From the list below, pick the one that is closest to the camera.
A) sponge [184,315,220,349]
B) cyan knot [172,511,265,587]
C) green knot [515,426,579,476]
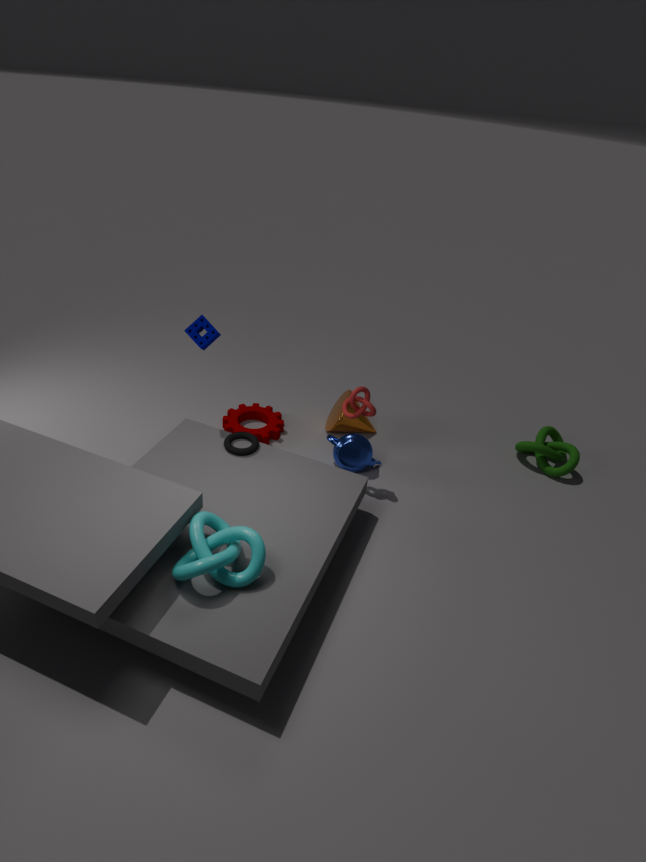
cyan knot [172,511,265,587]
